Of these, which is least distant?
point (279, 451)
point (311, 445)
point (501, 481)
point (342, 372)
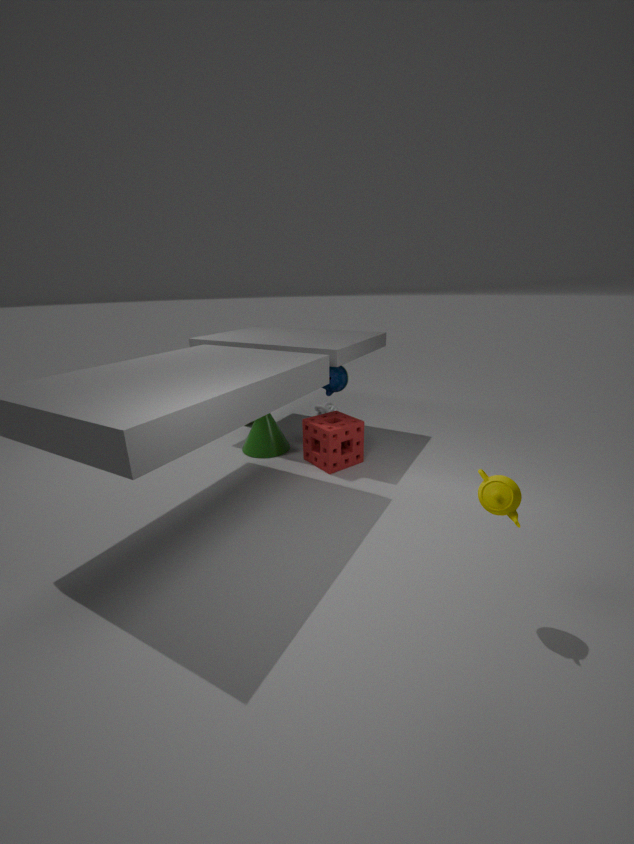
point (501, 481)
